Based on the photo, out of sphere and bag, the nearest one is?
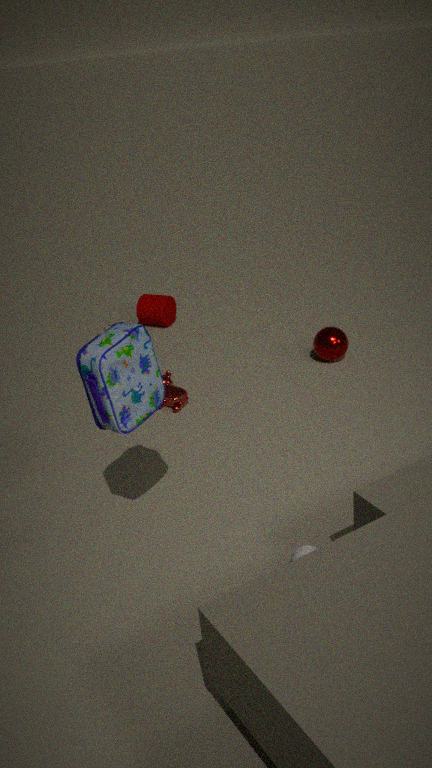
bag
